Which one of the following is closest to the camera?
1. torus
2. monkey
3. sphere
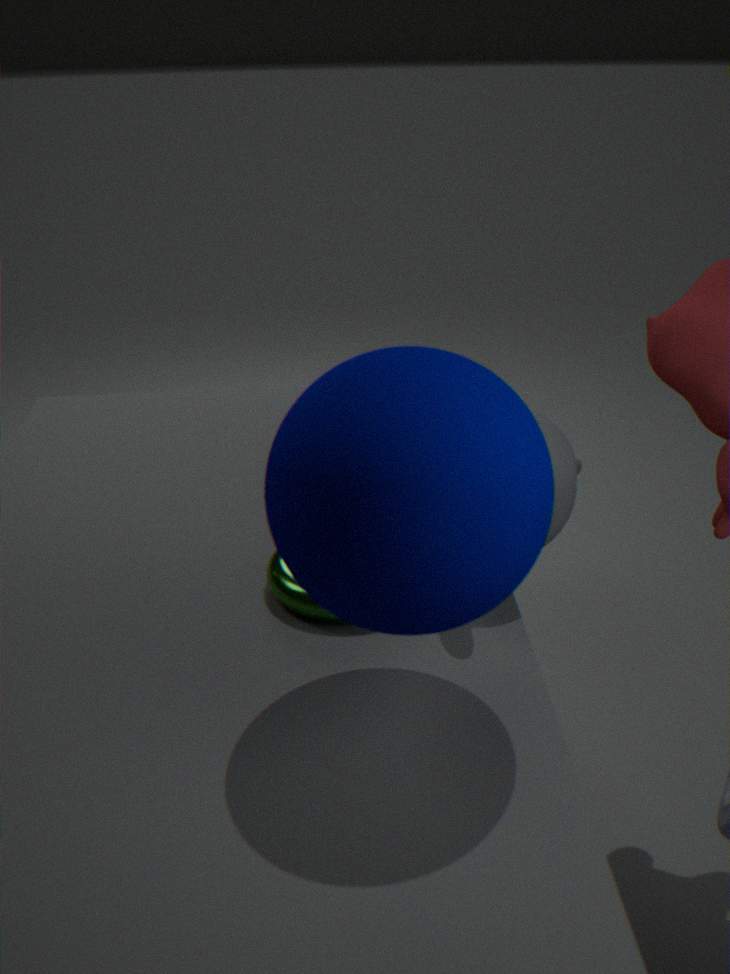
sphere
